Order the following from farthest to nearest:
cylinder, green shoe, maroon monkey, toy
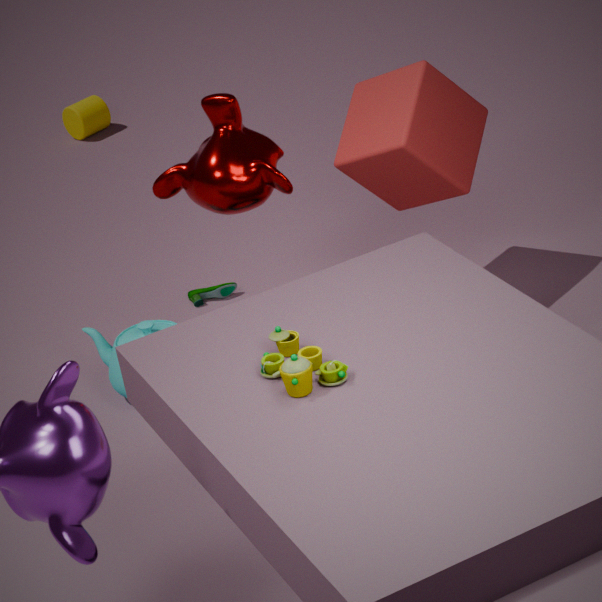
cylinder, green shoe, maroon monkey, toy
